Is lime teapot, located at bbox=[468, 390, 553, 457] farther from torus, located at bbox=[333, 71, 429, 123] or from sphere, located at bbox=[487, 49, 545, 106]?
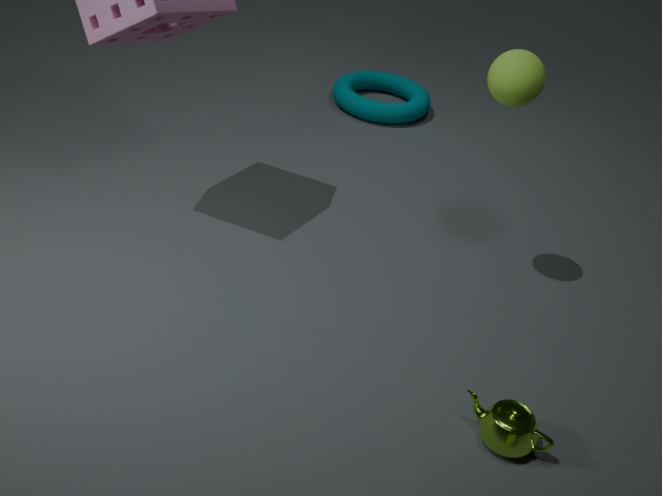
torus, located at bbox=[333, 71, 429, 123]
